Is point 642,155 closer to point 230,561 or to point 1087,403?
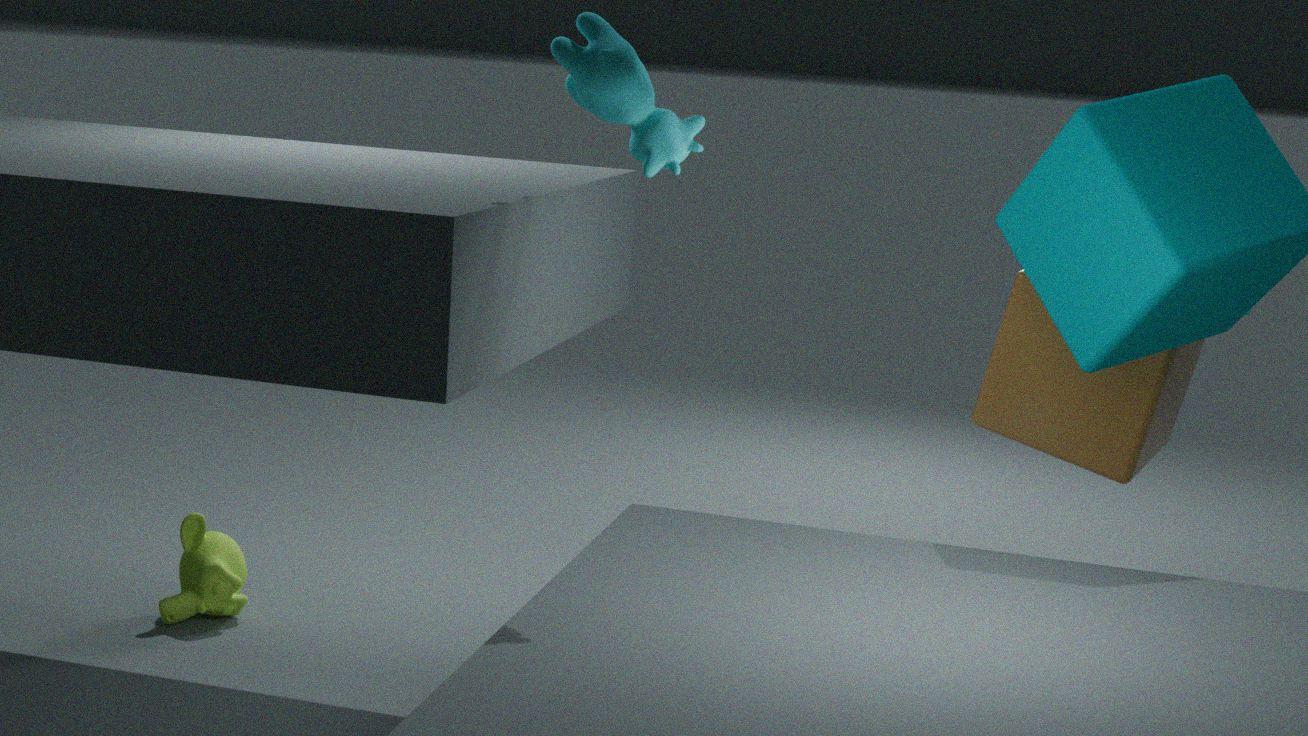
point 230,561
